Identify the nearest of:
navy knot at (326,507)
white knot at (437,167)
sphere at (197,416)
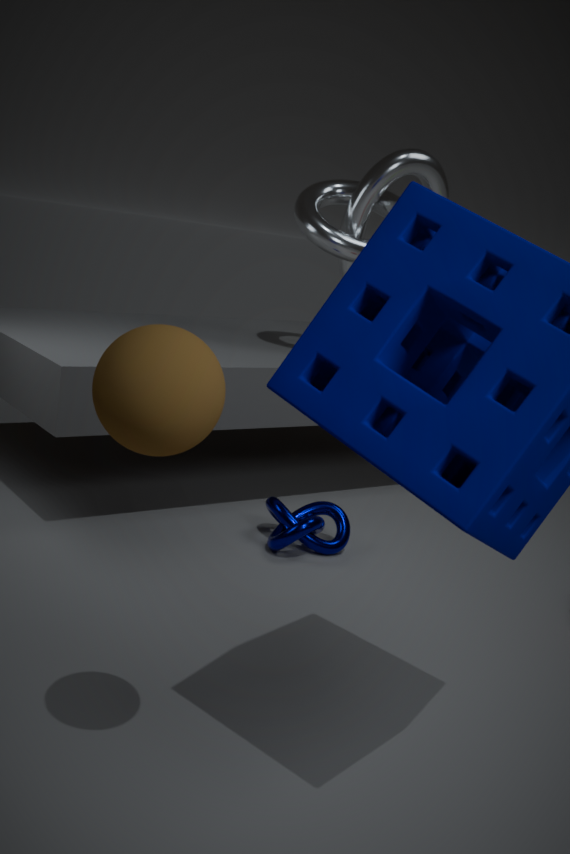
sphere at (197,416)
